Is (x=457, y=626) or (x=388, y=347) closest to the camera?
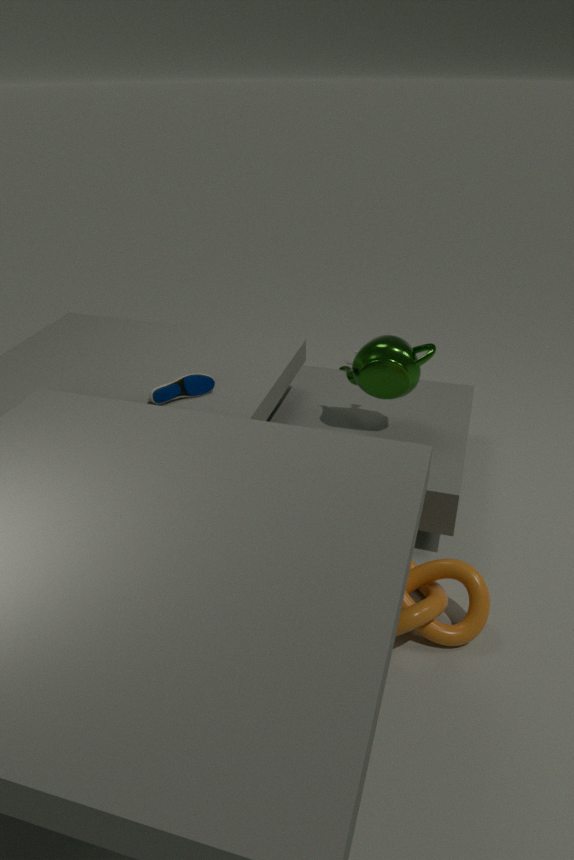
(x=457, y=626)
